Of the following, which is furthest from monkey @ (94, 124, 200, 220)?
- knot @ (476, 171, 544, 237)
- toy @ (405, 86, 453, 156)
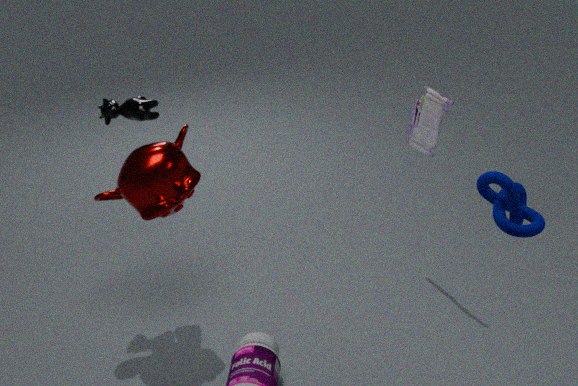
knot @ (476, 171, 544, 237)
